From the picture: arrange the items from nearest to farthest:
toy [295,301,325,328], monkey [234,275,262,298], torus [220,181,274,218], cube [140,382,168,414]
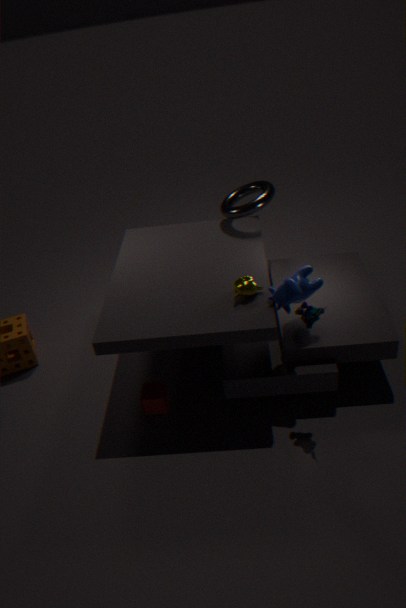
toy [295,301,325,328] < monkey [234,275,262,298] < cube [140,382,168,414] < torus [220,181,274,218]
